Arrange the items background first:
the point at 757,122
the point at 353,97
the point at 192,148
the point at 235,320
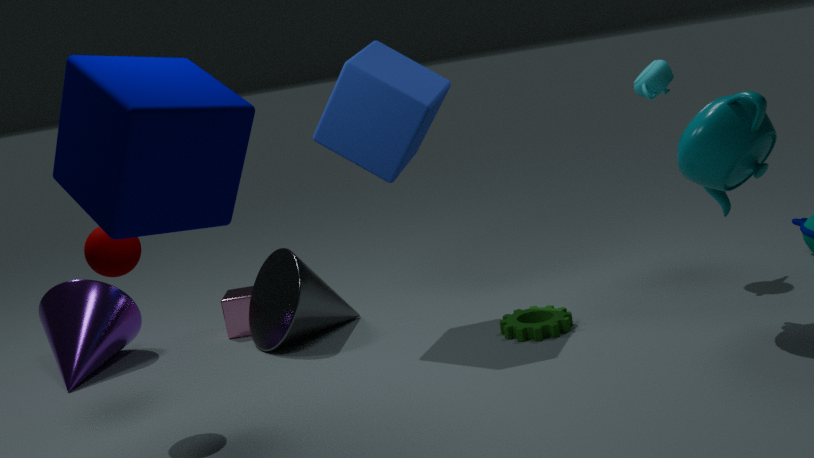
1. the point at 235,320
2. the point at 353,97
3. the point at 757,122
4. the point at 192,148
